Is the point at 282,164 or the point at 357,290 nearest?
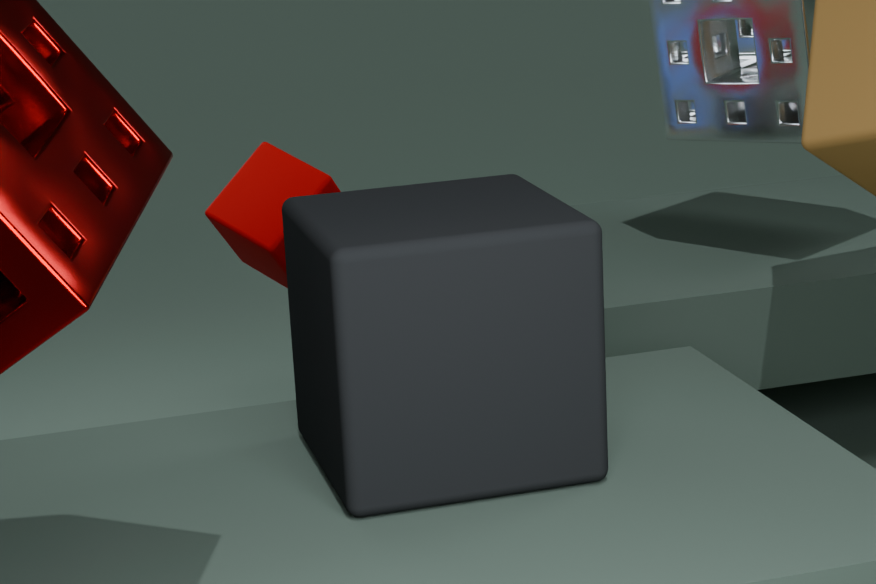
the point at 357,290
